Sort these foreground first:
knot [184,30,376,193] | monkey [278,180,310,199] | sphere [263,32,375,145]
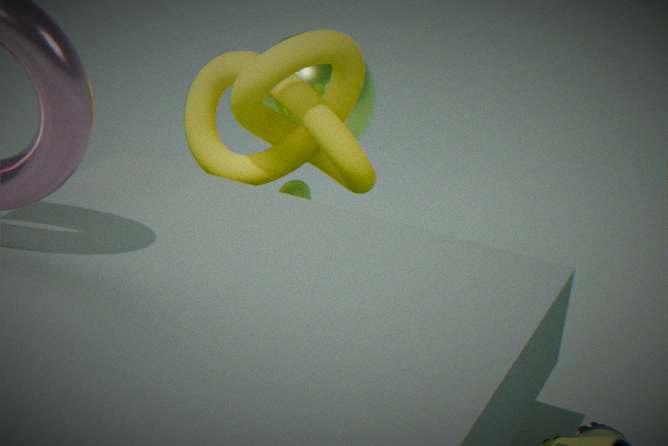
knot [184,30,376,193] → sphere [263,32,375,145] → monkey [278,180,310,199]
